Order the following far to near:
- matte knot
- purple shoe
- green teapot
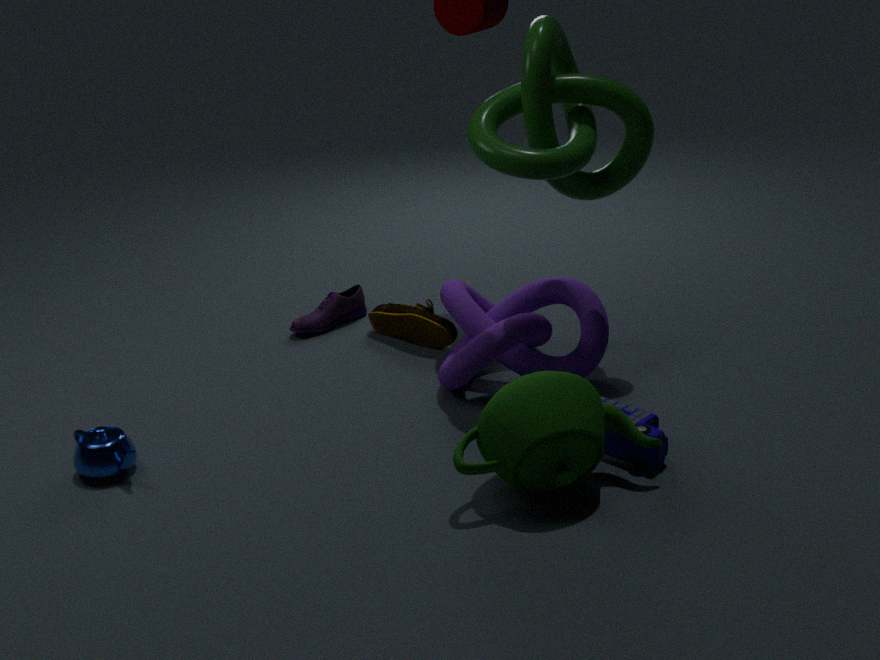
purple shoe < matte knot < green teapot
